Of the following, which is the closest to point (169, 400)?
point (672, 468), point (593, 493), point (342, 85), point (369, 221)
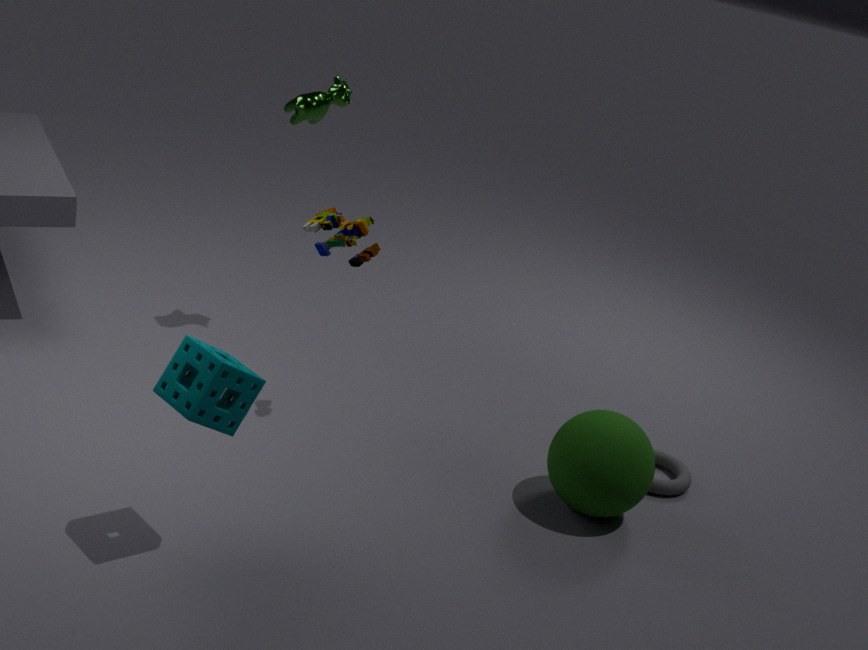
point (369, 221)
